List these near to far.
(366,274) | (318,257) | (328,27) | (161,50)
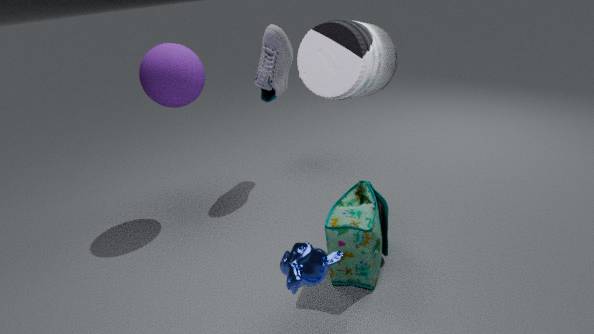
(328,27), (318,257), (366,274), (161,50)
